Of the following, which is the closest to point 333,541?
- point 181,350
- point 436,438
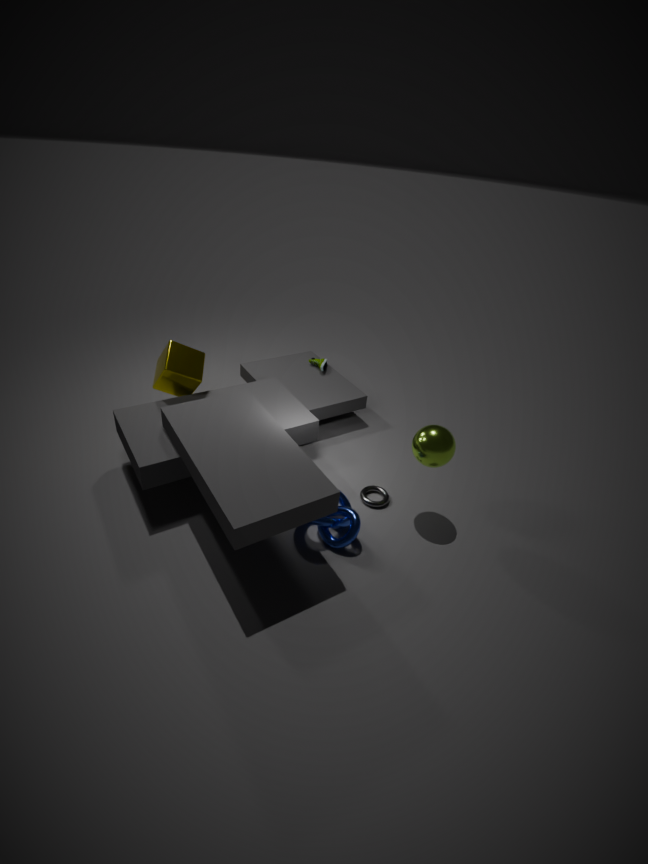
point 436,438
